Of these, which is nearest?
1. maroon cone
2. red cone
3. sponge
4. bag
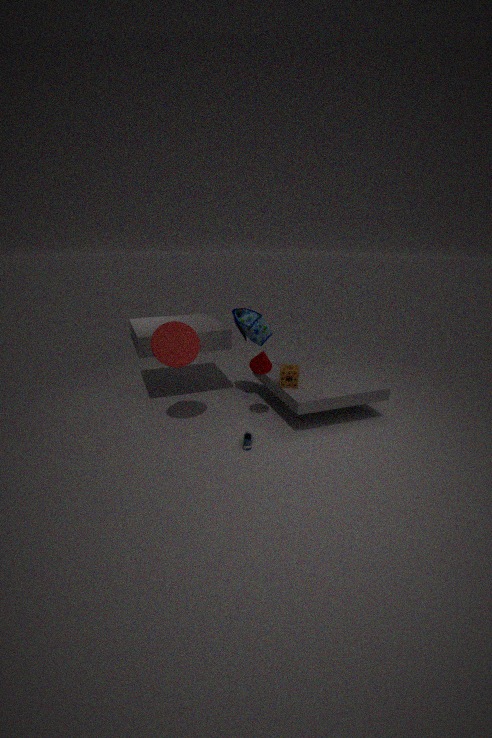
red cone
